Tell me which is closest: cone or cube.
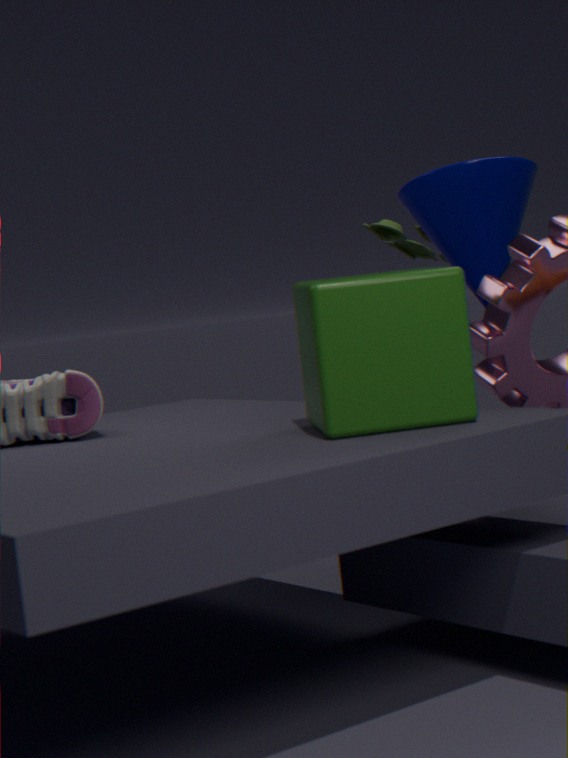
cube
